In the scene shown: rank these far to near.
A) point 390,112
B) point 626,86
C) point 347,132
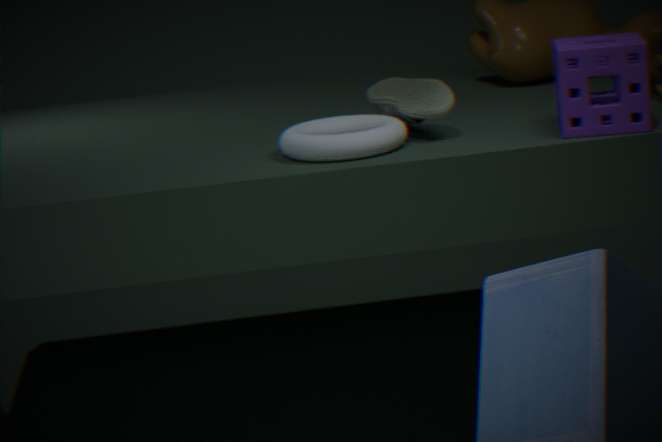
point 390,112 → point 347,132 → point 626,86
